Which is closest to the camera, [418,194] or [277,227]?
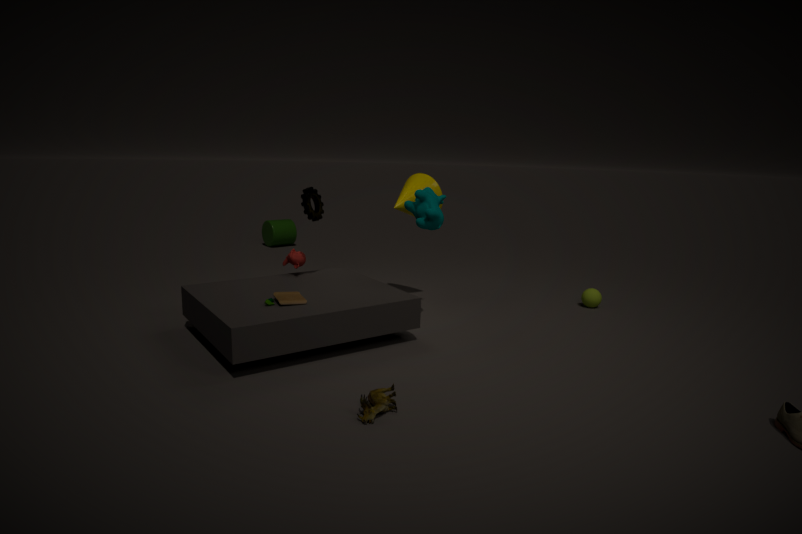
[418,194]
